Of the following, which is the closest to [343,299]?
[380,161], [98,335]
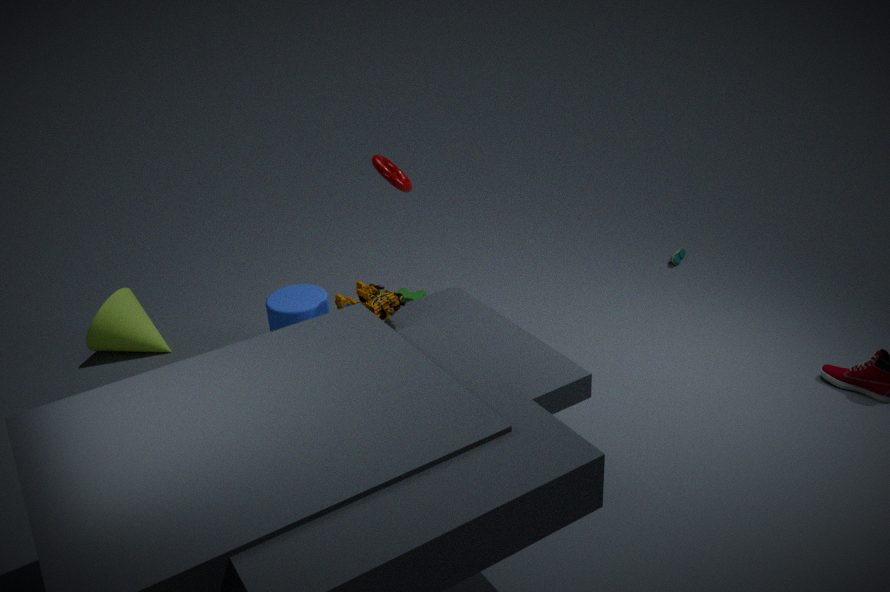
[380,161]
